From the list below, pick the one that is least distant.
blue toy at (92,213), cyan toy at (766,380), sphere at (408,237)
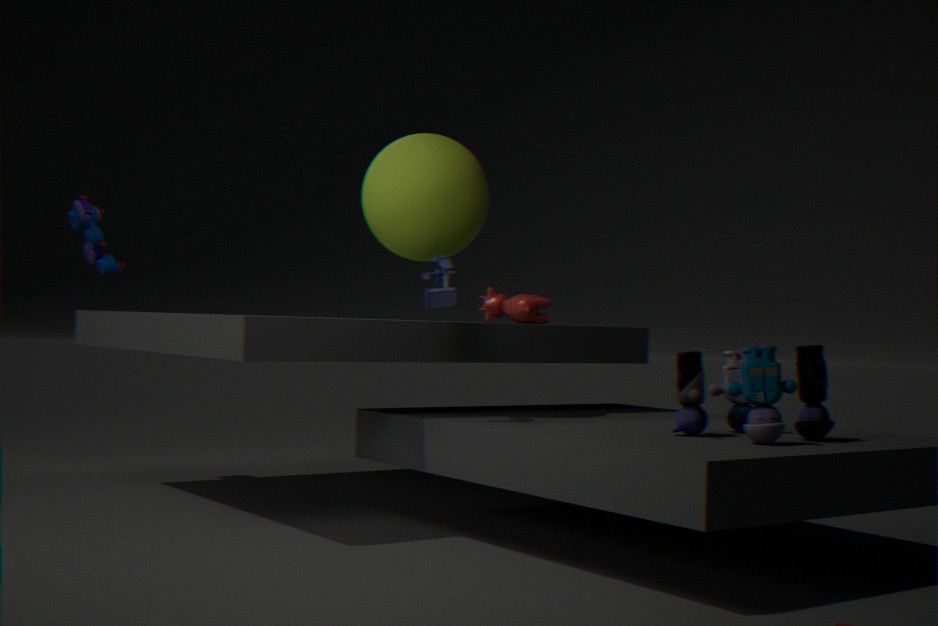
cyan toy at (766,380)
